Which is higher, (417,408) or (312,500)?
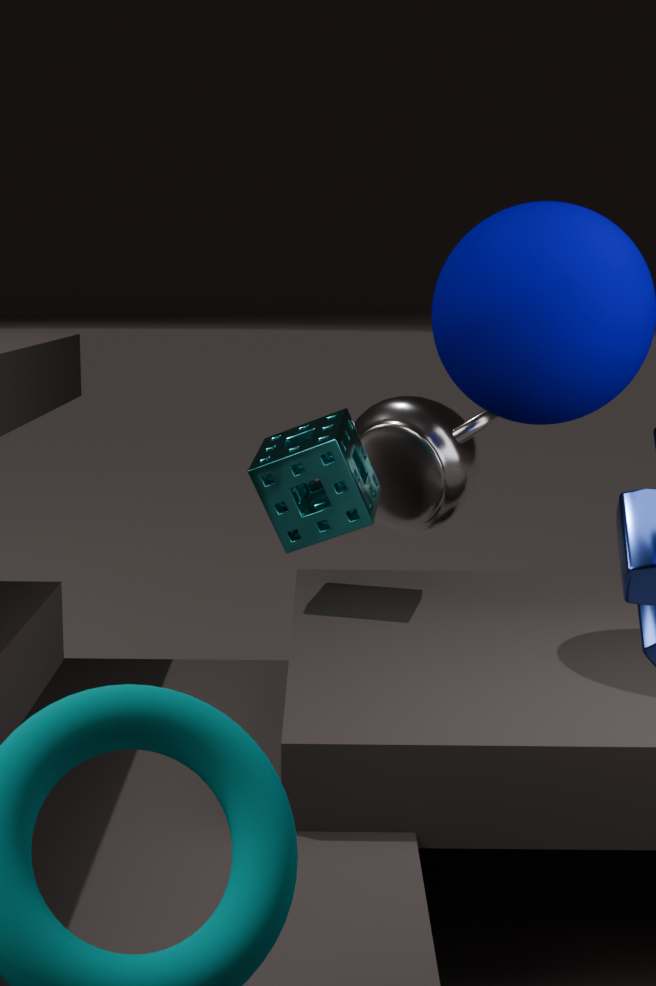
(312,500)
